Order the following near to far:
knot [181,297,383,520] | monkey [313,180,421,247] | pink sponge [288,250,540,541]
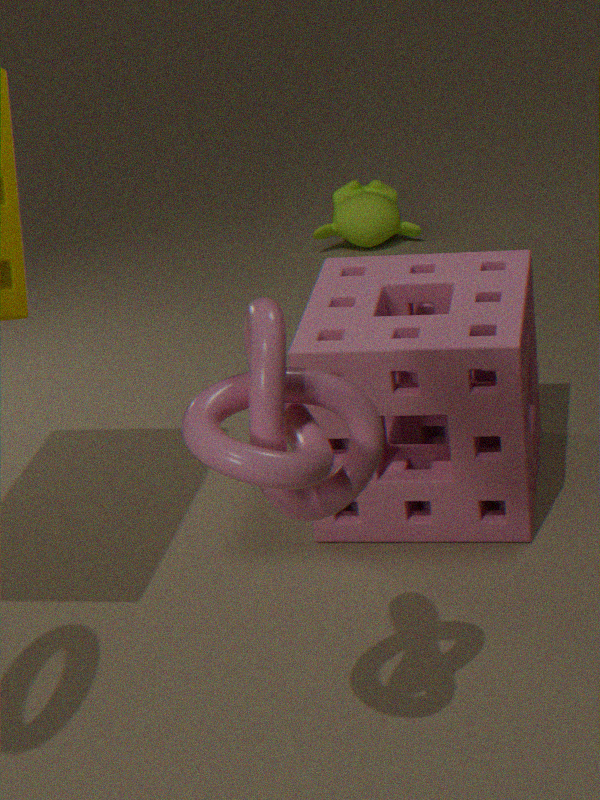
knot [181,297,383,520]
pink sponge [288,250,540,541]
monkey [313,180,421,247]
